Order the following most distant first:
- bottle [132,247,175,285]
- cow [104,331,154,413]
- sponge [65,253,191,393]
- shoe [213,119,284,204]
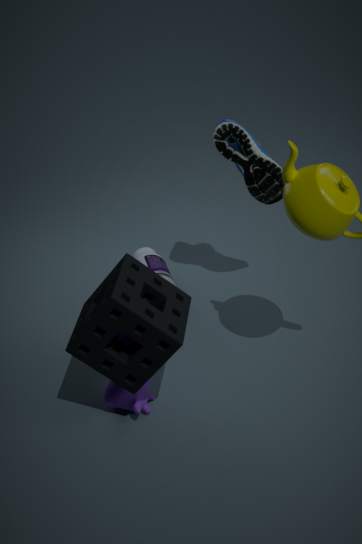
bottle [132,247,175,285] < shoe [213,119,284,204] < cow [104,331,154,413] < sponge [65,253,191,393]
